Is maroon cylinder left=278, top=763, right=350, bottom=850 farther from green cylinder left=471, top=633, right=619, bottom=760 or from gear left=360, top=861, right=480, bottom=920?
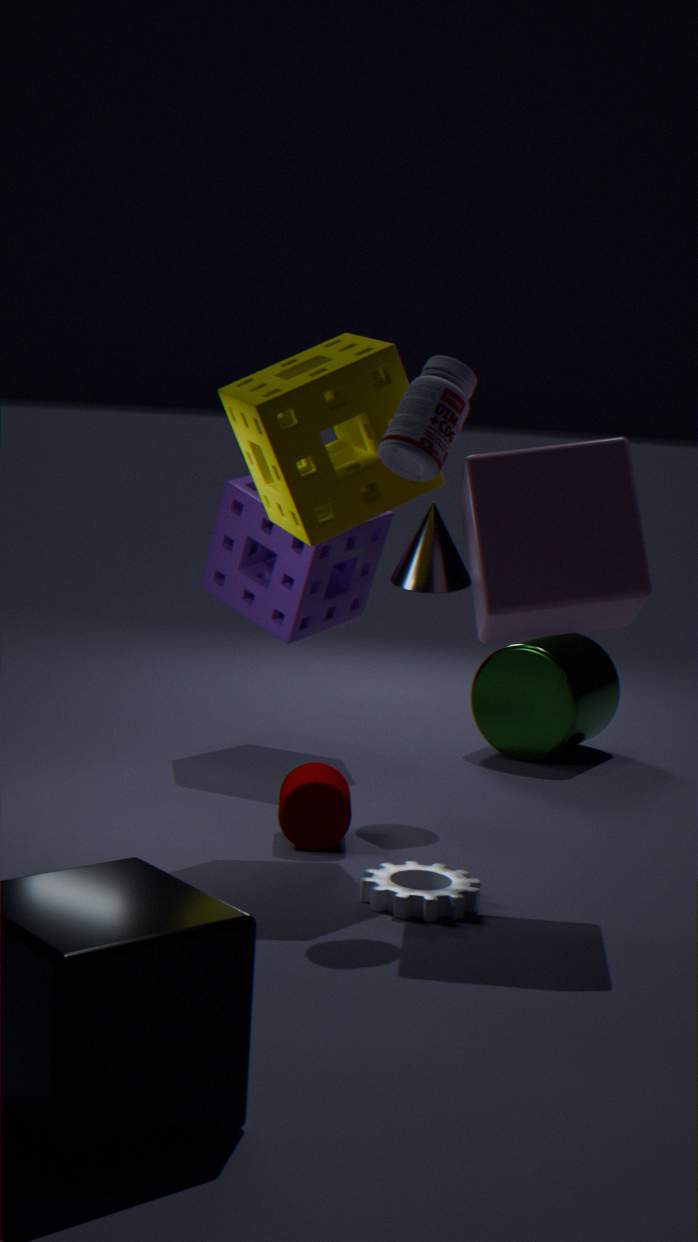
green cylinder left=471, top=633, right=619, bottom=760
